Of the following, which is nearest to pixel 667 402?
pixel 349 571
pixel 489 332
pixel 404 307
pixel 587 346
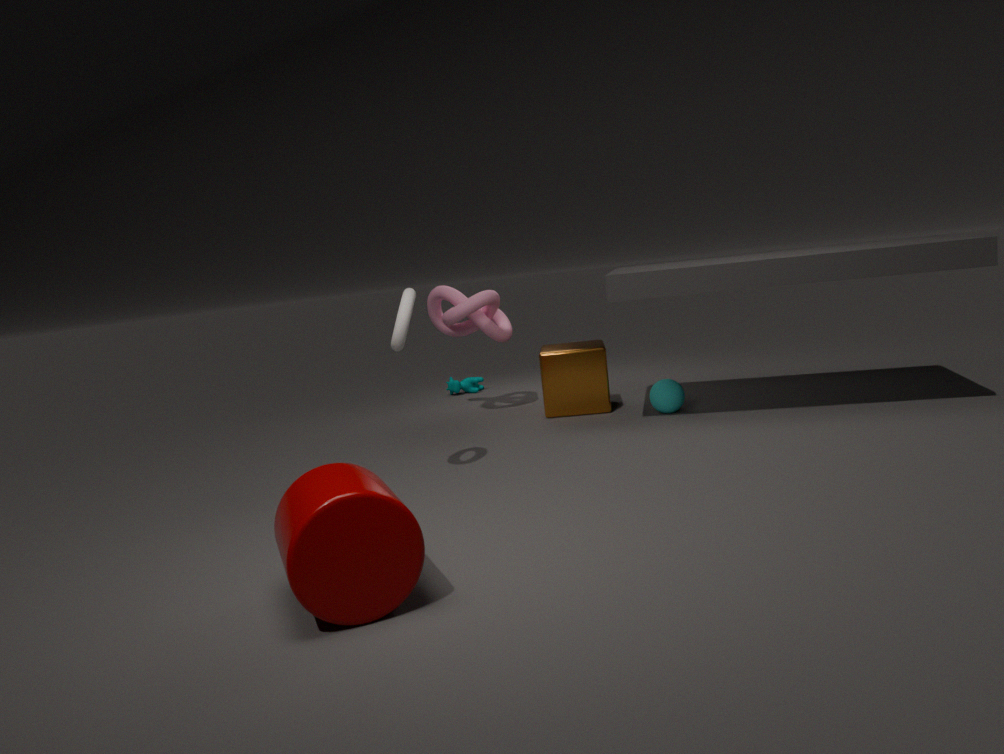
pixel 587 346
